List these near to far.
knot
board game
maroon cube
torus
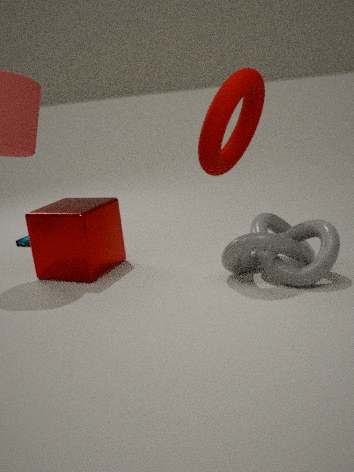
knot, torus, maroon cube, board game
